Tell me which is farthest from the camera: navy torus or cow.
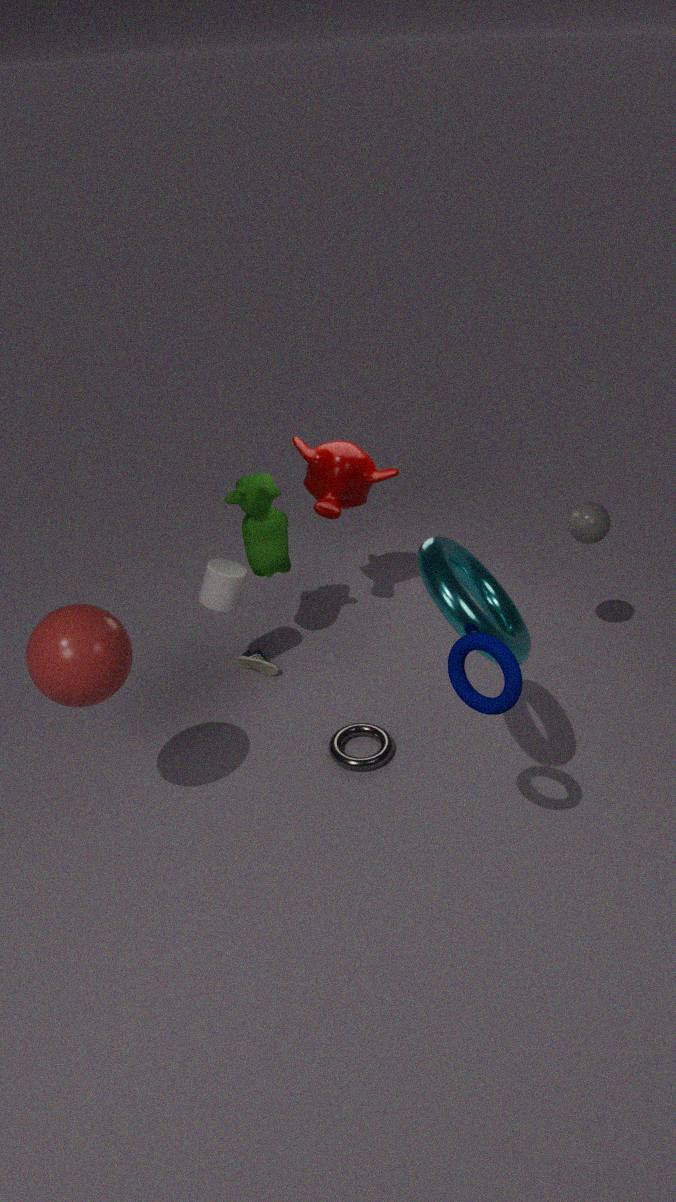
cow
